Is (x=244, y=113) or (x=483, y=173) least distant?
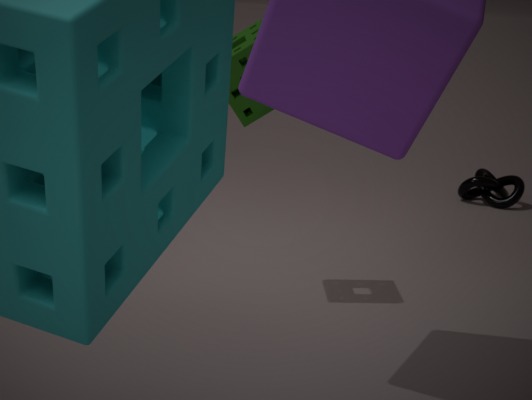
(x=244, y=113)
